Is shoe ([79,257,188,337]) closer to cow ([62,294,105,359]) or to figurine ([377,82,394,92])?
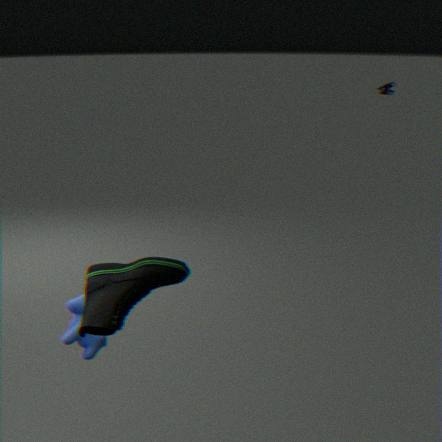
cow ([62,294,105,359])
